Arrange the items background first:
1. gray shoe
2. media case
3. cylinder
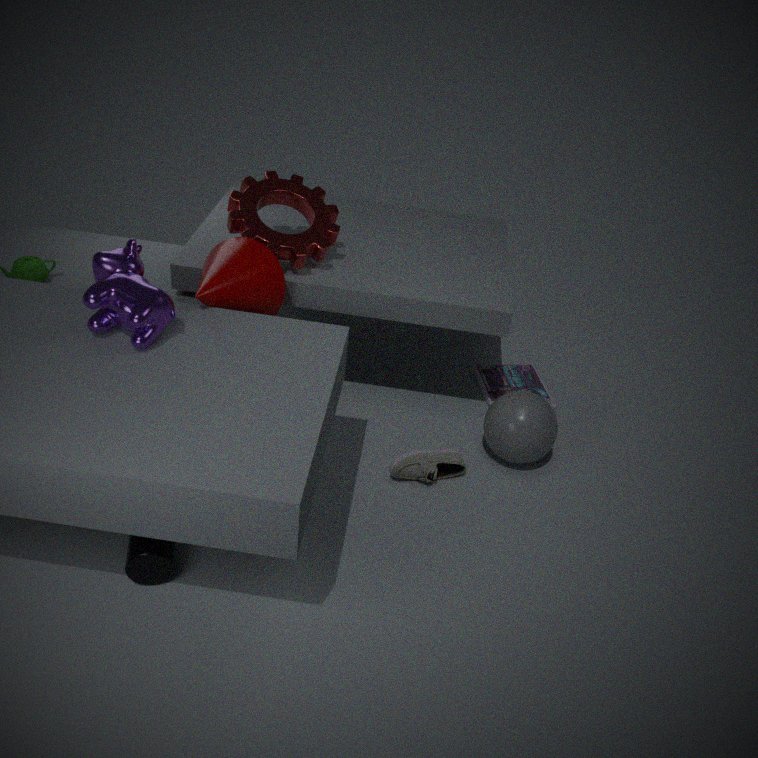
1. media case
2. gray shoe
3. cylinder
